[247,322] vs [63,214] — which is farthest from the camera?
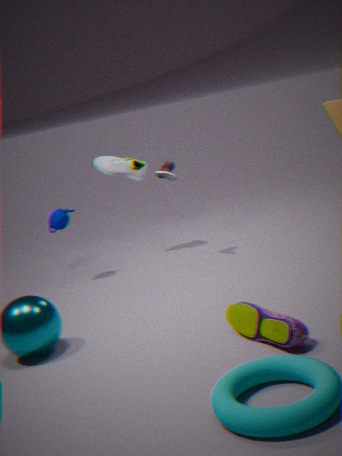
[63,214]
